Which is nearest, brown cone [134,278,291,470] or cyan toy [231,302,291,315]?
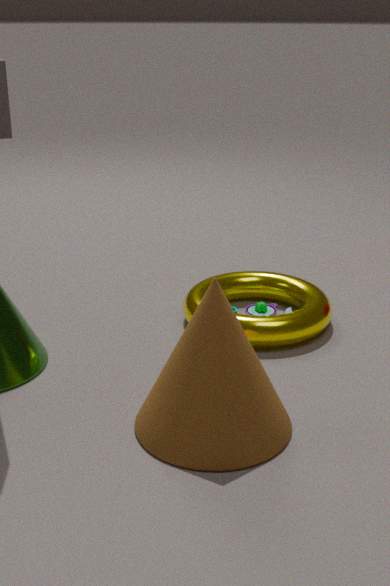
brown cone [134,278,291,470]
